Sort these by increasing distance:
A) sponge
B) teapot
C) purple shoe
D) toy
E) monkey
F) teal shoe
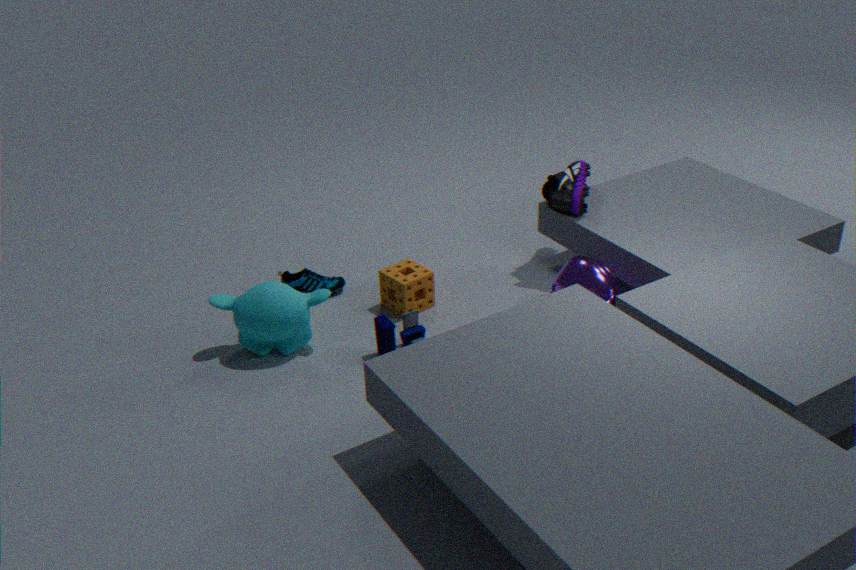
monkey, toy, teapot, sponge, purple shoe, teal shoe
